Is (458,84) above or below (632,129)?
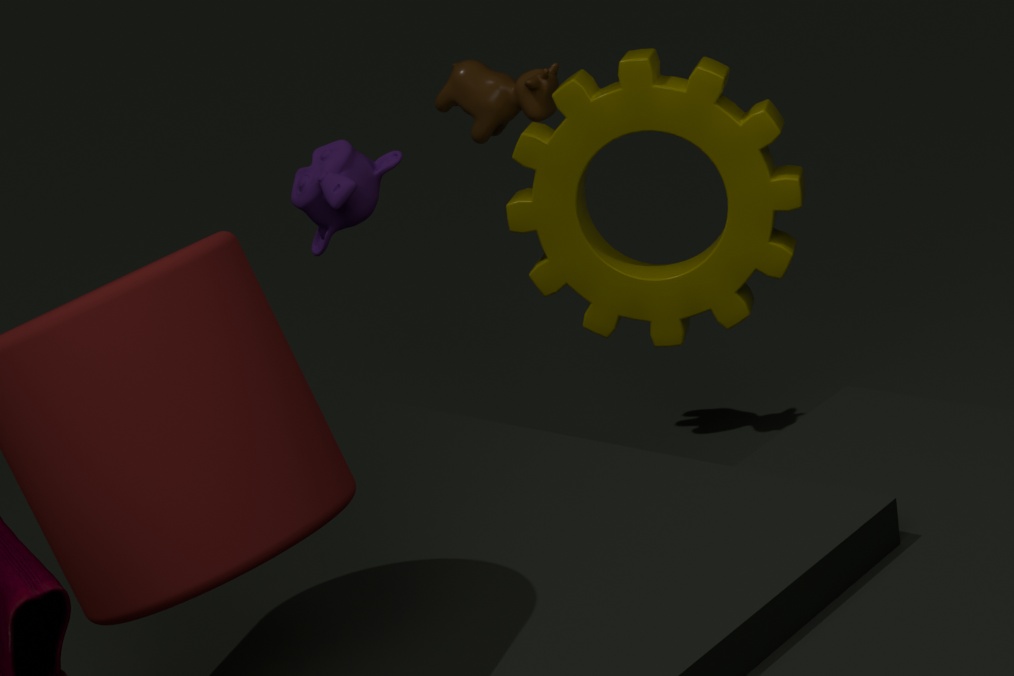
above
